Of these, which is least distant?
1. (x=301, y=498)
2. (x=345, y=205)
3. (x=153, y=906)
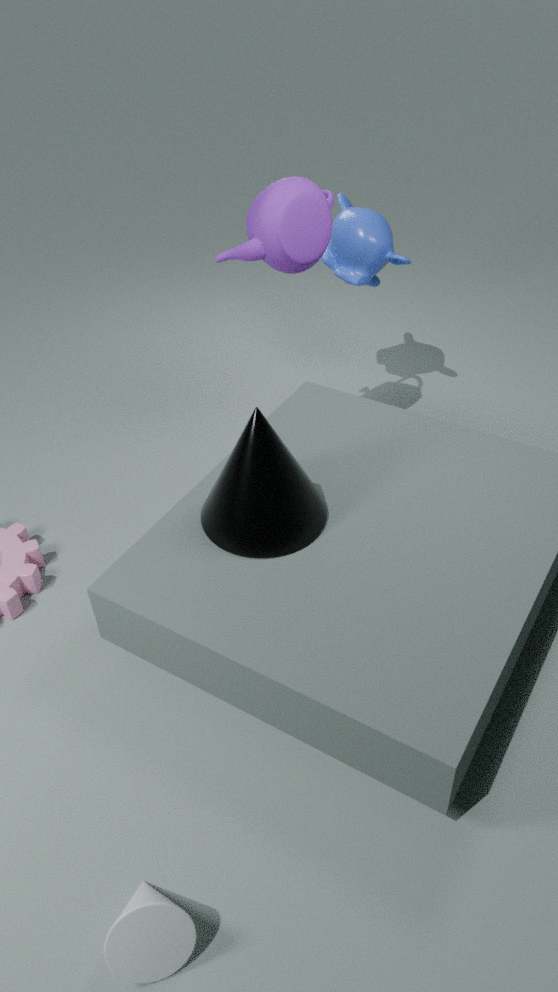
(x=153, y=906)
